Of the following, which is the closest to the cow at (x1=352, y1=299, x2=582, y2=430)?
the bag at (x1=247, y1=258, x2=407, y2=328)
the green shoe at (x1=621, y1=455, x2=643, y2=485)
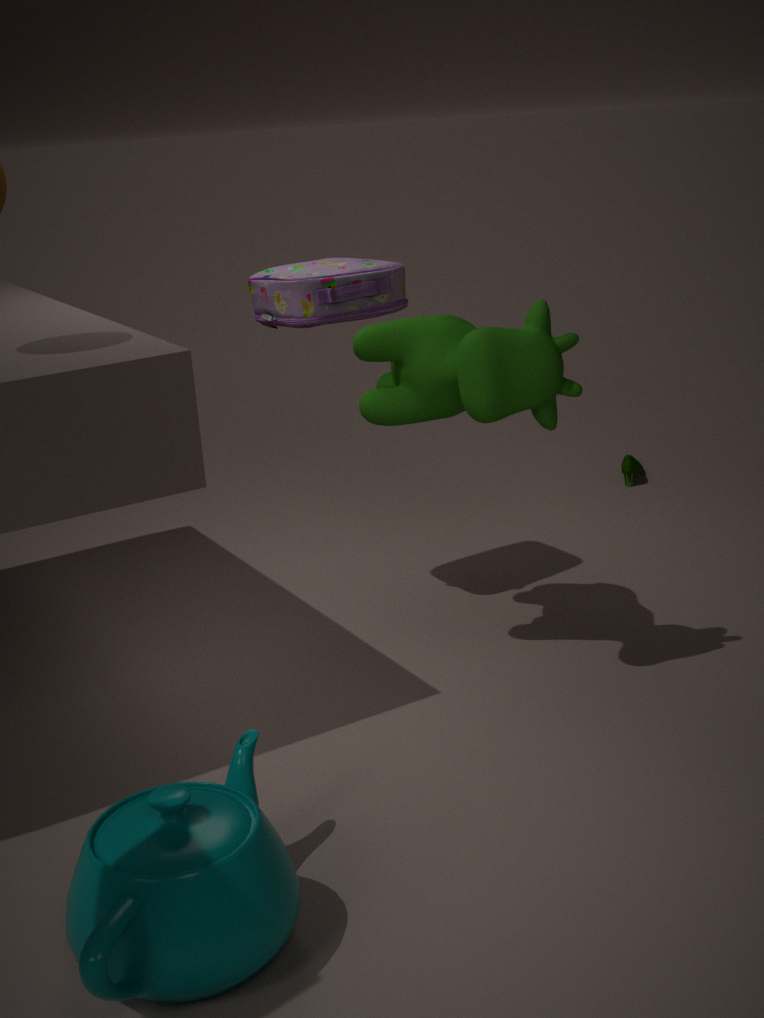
the bag at (x1=247, y1=258, x2=407, y2=328)
